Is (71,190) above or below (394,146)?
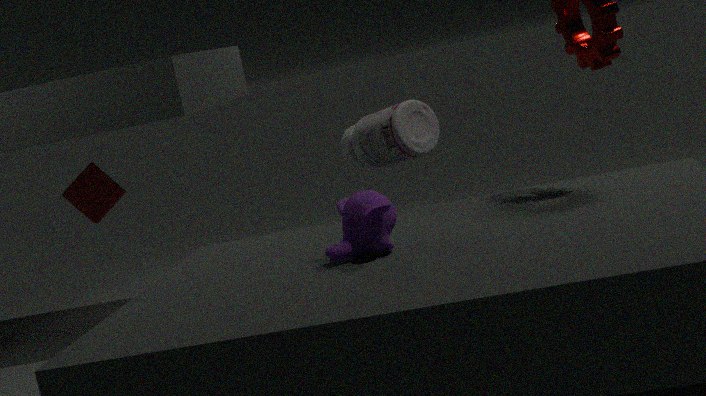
below
